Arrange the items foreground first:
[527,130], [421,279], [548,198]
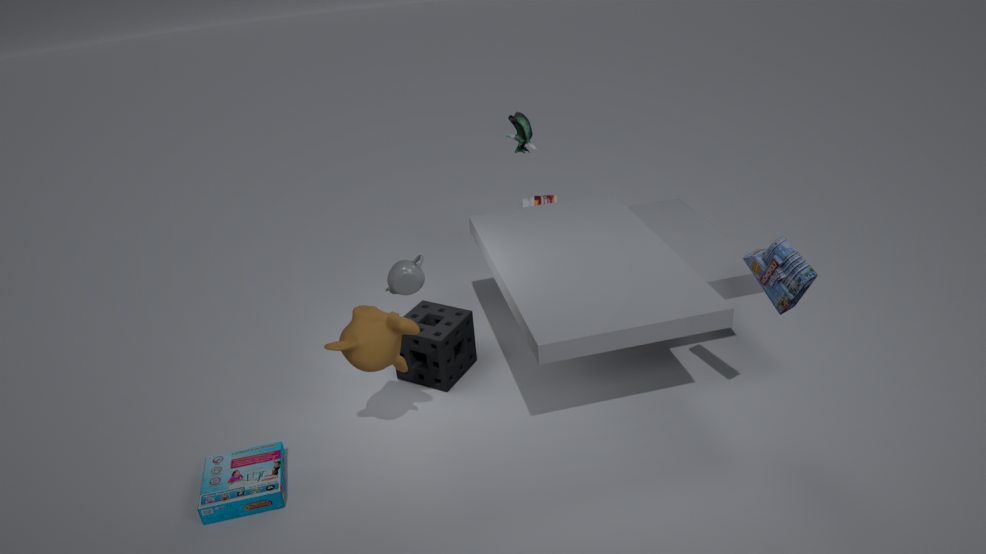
[421,279] < [527,130] < [548,198]
